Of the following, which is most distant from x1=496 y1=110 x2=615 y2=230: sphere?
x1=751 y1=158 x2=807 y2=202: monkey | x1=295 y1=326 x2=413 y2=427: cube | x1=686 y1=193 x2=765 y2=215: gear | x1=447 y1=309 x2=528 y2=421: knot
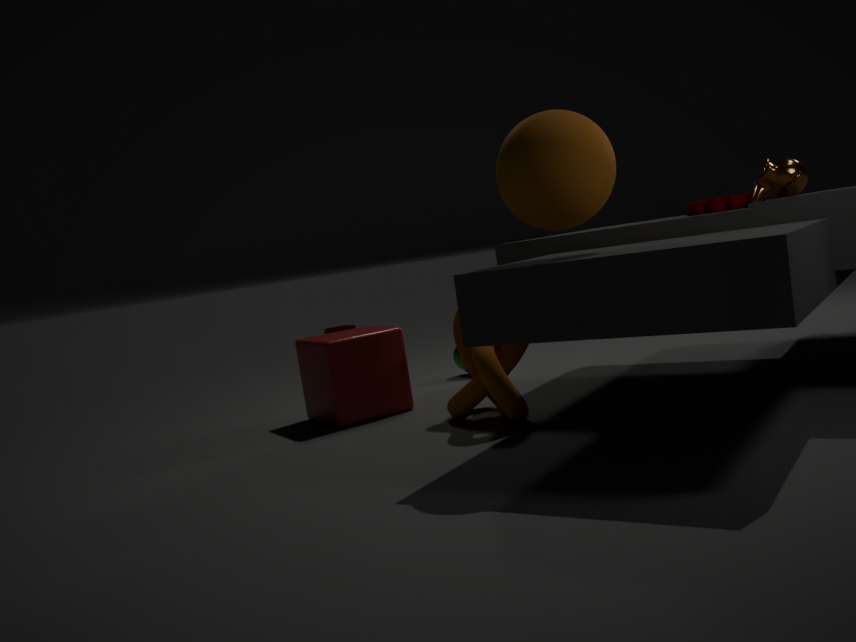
x1=295 y1=326 x2=413 y2=427: cube
